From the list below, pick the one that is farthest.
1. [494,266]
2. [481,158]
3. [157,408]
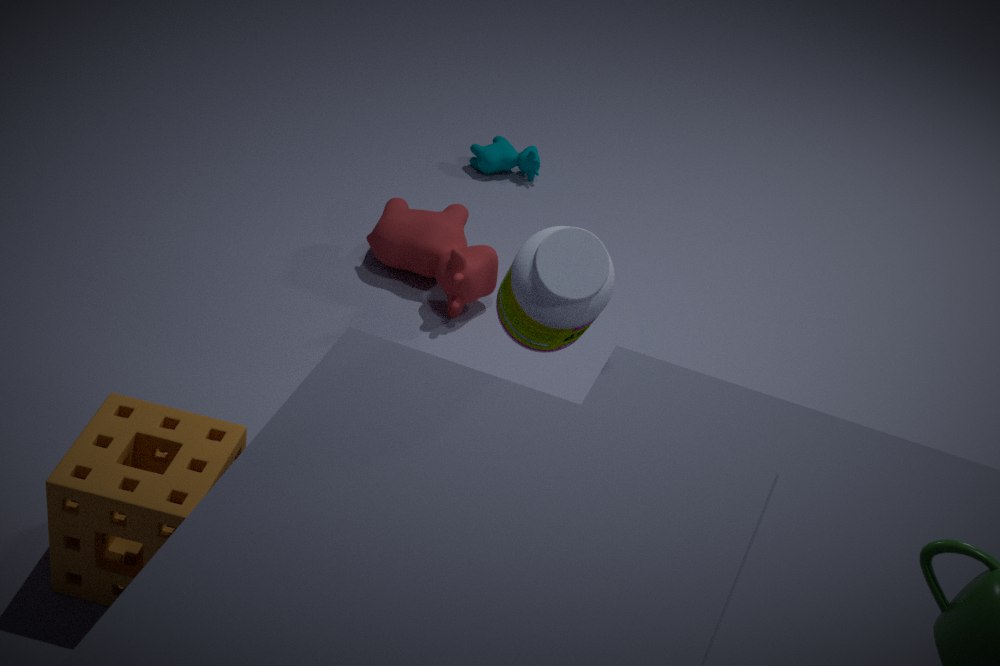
[481,158]
